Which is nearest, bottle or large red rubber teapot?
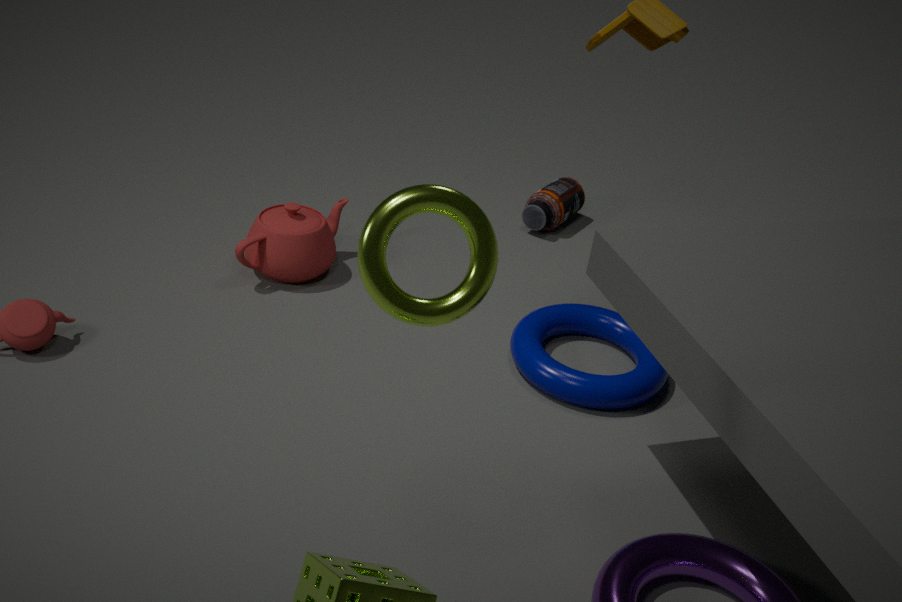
large red rubber teapot
